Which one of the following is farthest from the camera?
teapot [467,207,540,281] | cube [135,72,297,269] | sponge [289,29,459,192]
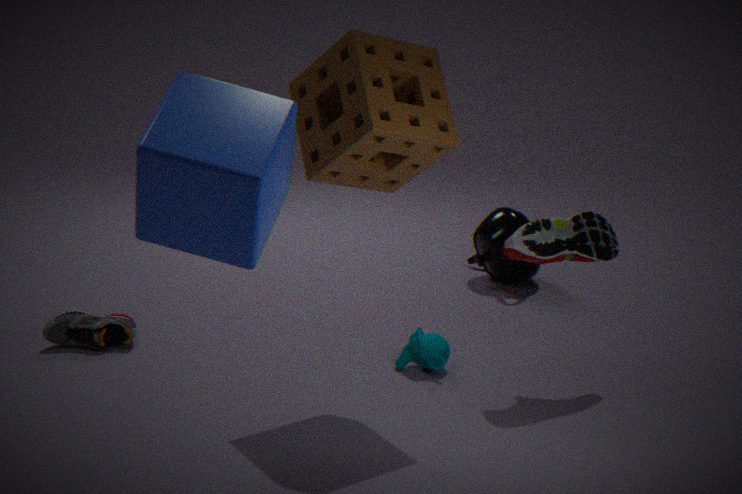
teapot [467,207,540,281]
